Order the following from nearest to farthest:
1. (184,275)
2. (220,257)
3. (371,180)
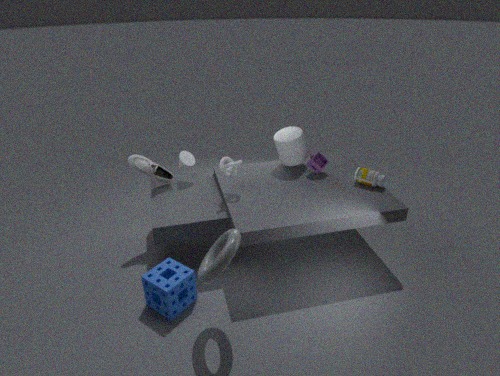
(220,257) → (184,275) → (371,180)
